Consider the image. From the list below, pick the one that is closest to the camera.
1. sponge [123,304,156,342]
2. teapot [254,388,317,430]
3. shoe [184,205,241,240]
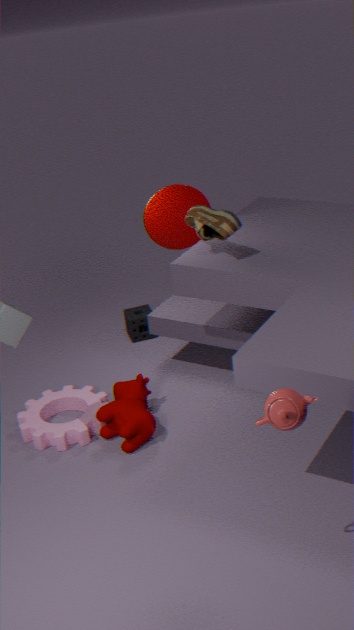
teapot [254,388,317,430]
